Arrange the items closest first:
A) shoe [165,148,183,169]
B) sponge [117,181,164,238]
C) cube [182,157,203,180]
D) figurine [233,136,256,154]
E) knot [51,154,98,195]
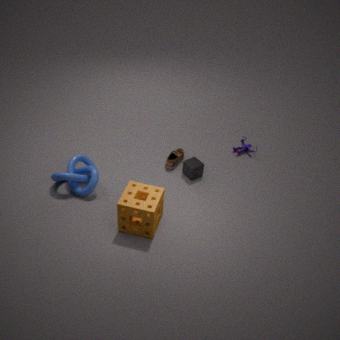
sponge [117,181,164,238], knot [51,154,98,195], cube [182,157,203,180], shoe [165,148,183,169], figurine [233,136,256,154]
